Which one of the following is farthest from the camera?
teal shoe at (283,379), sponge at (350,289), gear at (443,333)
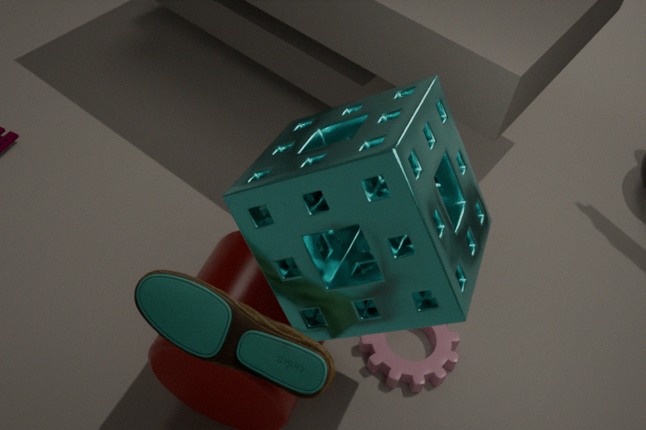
gear at (443,333)
